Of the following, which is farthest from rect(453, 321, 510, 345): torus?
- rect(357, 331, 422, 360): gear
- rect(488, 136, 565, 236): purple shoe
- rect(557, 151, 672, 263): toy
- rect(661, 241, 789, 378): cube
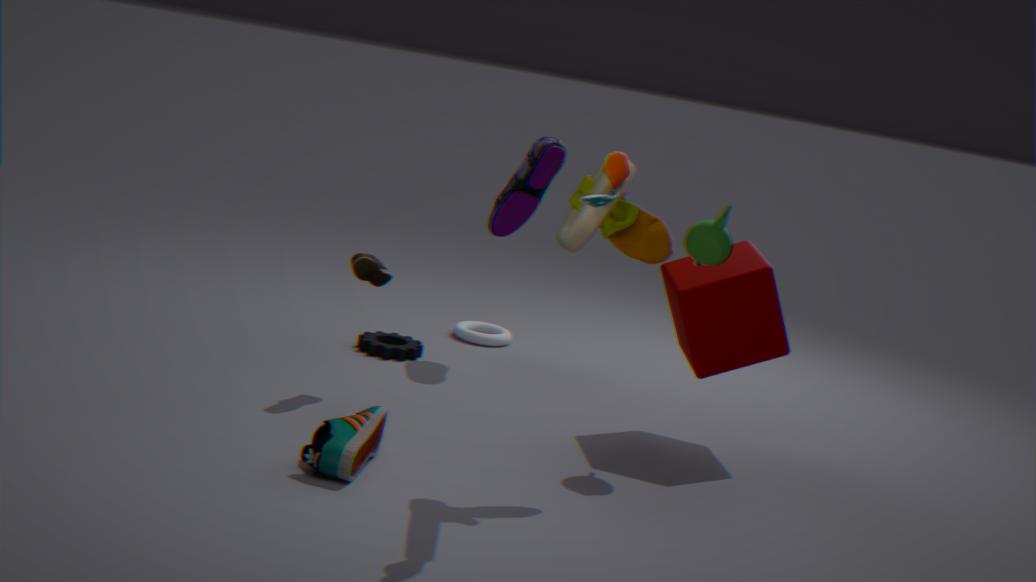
rect(557, 151, 672, 263): toy
